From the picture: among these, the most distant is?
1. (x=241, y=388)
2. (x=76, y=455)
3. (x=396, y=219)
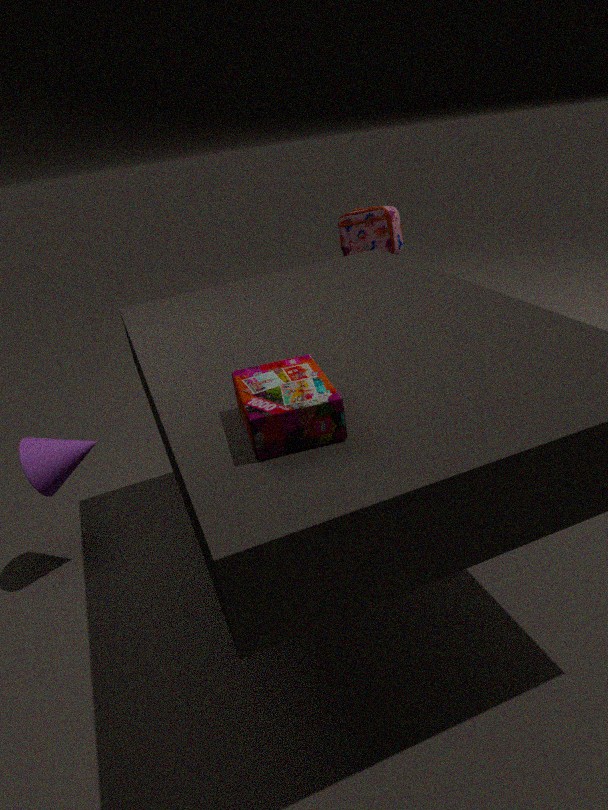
(x=396, y=219)
